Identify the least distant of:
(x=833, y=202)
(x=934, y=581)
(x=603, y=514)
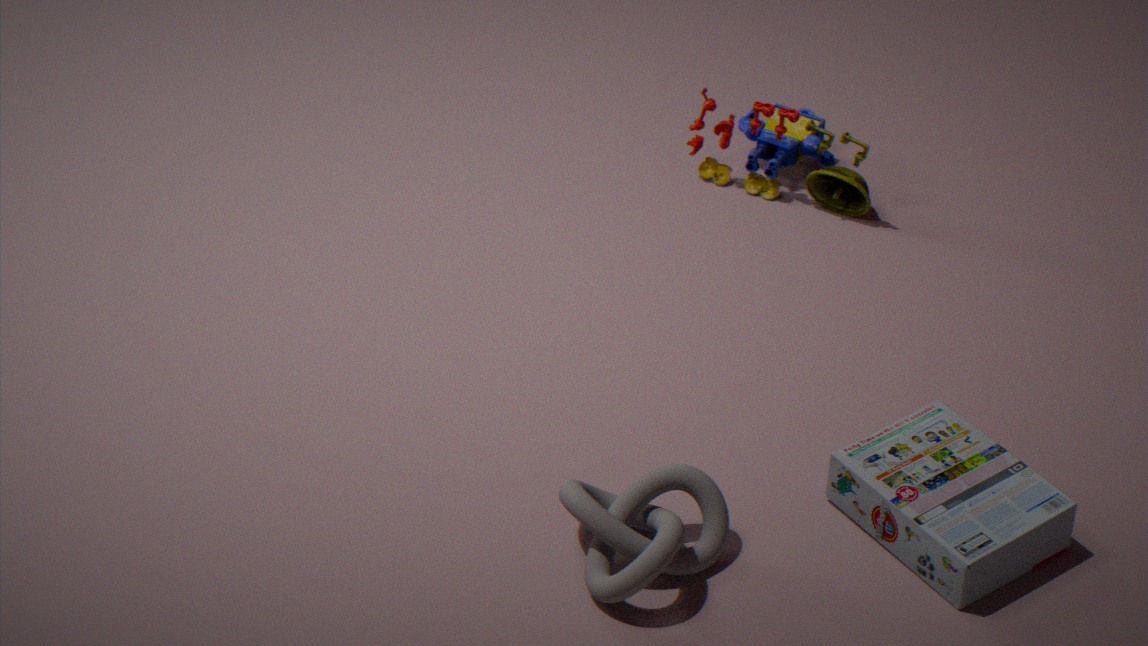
(x=603, y=514)
